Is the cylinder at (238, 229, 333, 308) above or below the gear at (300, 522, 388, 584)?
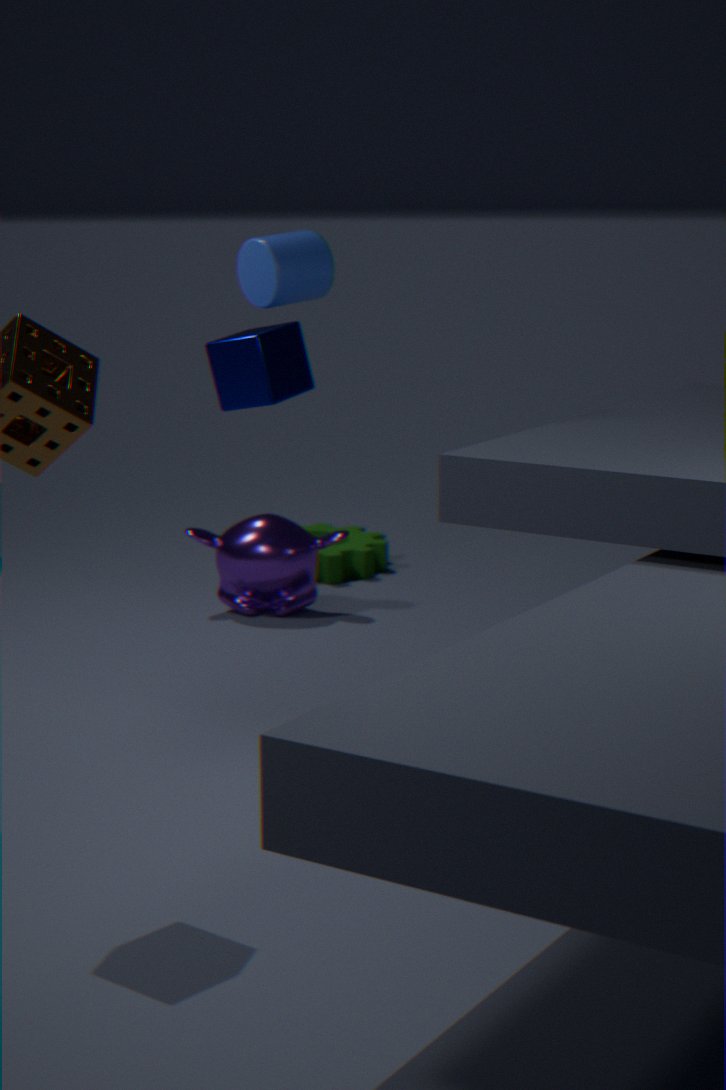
above
